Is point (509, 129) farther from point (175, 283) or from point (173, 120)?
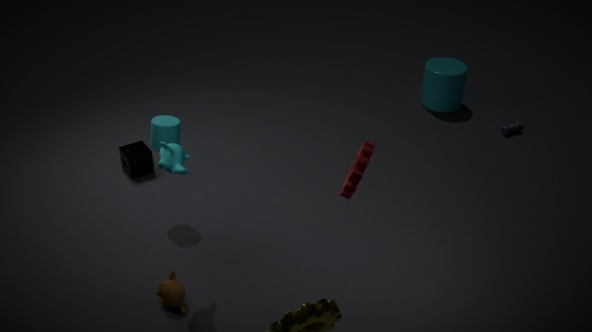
point (175, 283)
